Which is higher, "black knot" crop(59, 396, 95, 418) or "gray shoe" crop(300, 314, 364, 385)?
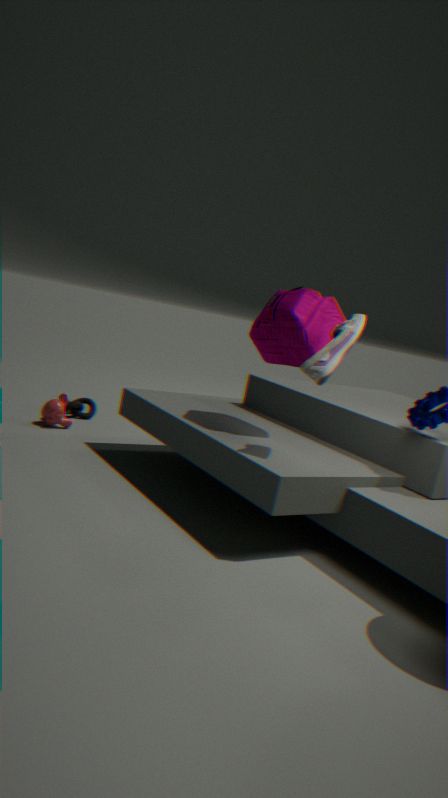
"gray shoe" crop(300, 314, 364, 385)
